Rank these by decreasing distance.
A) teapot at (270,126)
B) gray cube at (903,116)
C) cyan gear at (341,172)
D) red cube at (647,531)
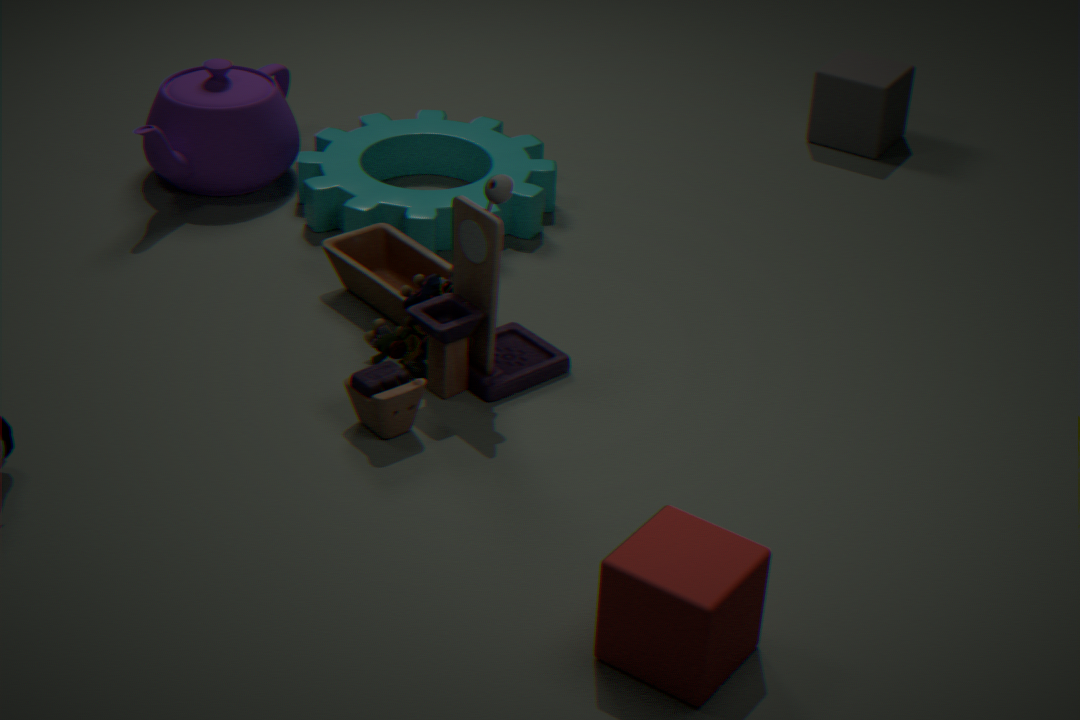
gray cube at (903,116) < teapot at (270,126) < cyan gear at (341,172) < red cube at (647,531)
